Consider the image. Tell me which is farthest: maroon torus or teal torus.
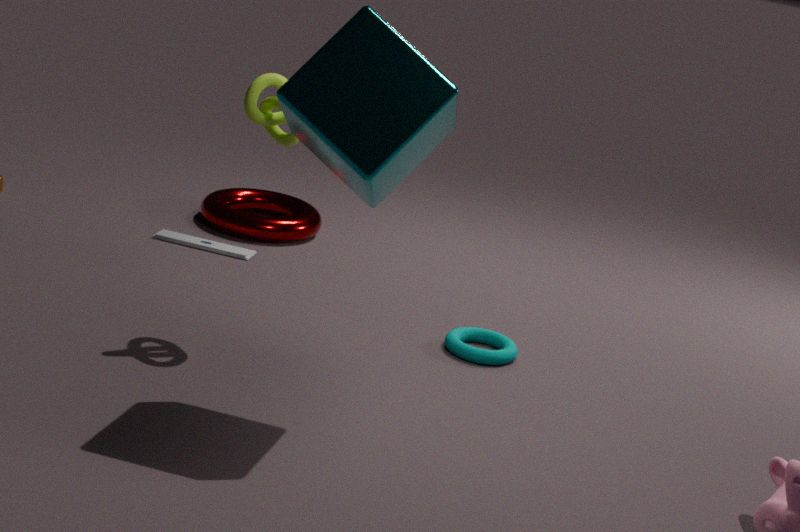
maroon torus
